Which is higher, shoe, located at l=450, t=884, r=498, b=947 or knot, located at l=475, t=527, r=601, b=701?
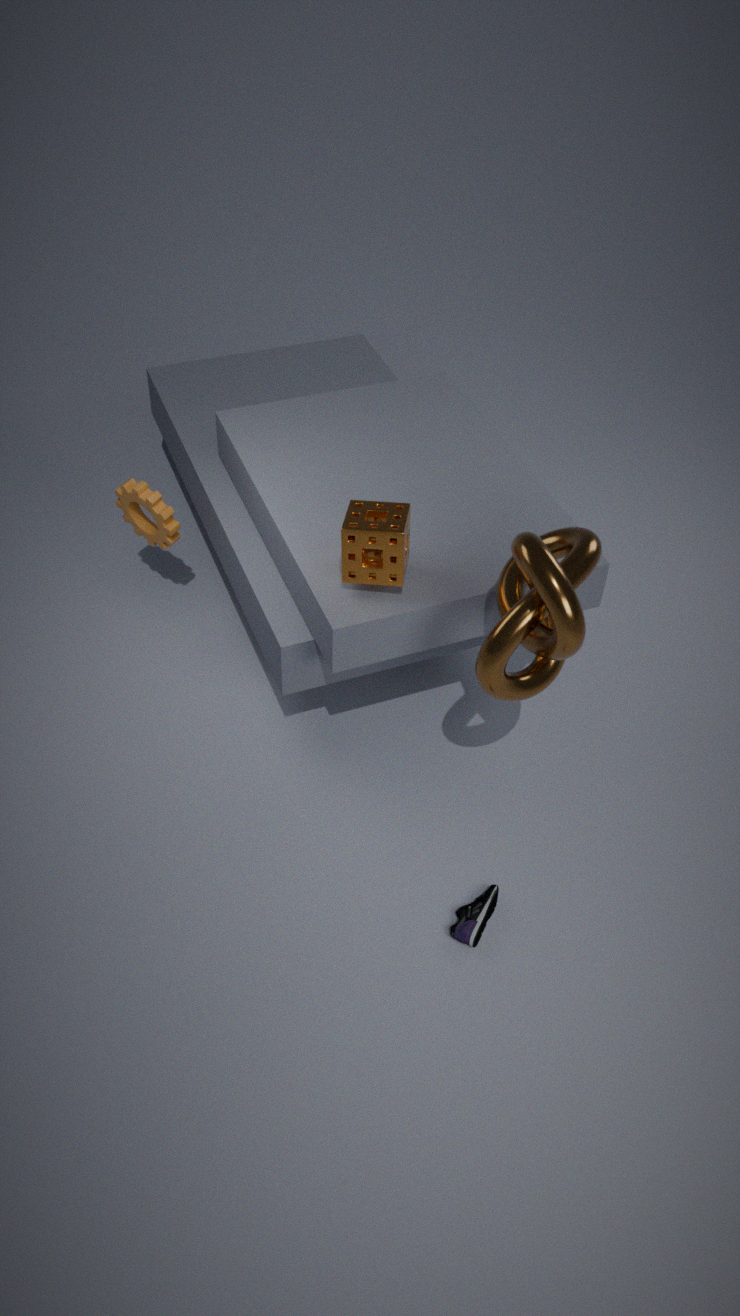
knot, located at l=475, t=527, r=601, b=701
